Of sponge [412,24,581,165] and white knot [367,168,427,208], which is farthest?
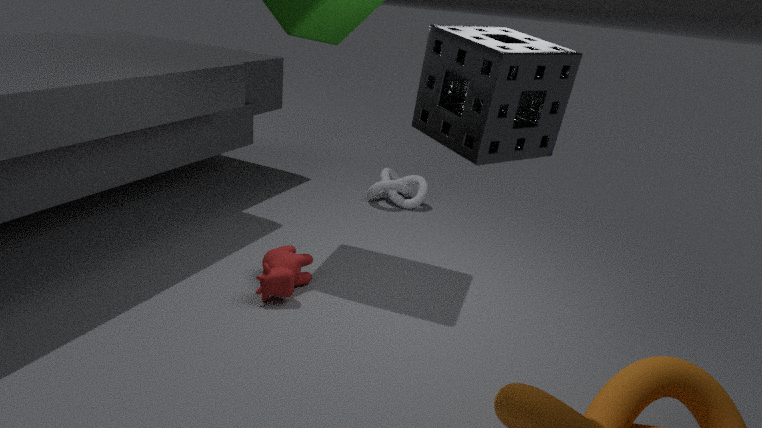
white knot [367,168,427,208]
